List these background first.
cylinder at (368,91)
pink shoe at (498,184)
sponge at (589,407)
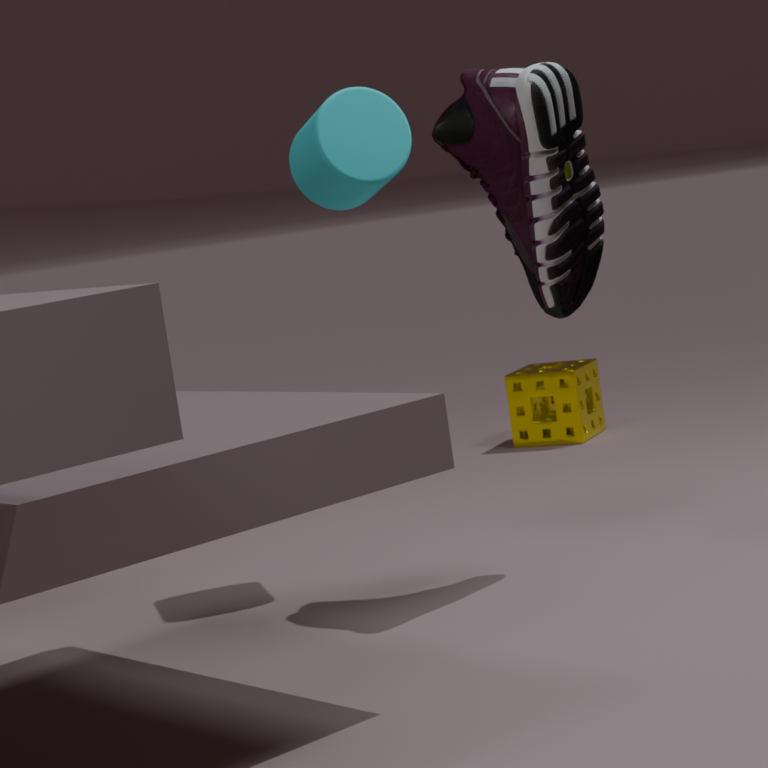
1. sponge at (589,407)
2. cylinder at (368,91)
3. pink shoe at (498,184)
